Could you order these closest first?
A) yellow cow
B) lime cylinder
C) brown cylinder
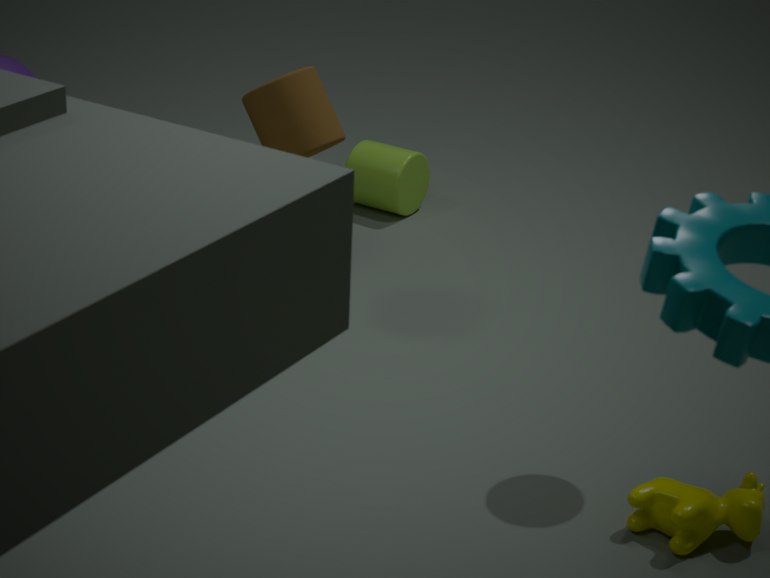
yellow cow, brown cylinder, lime cylinder
